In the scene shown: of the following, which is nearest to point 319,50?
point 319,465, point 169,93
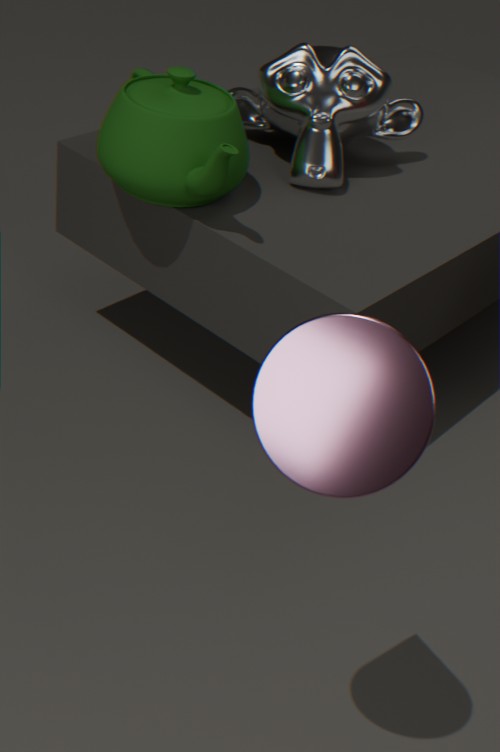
point 169,93
